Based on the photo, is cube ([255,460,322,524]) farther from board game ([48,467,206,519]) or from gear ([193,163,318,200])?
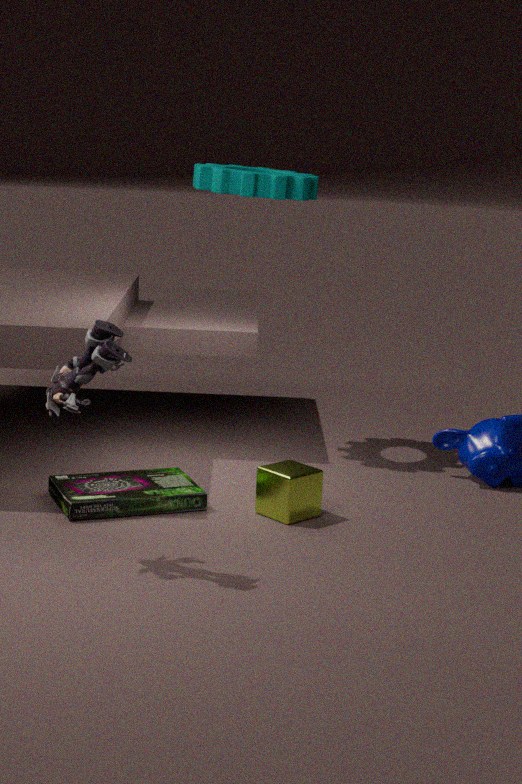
gear ([193,163,318,200])
